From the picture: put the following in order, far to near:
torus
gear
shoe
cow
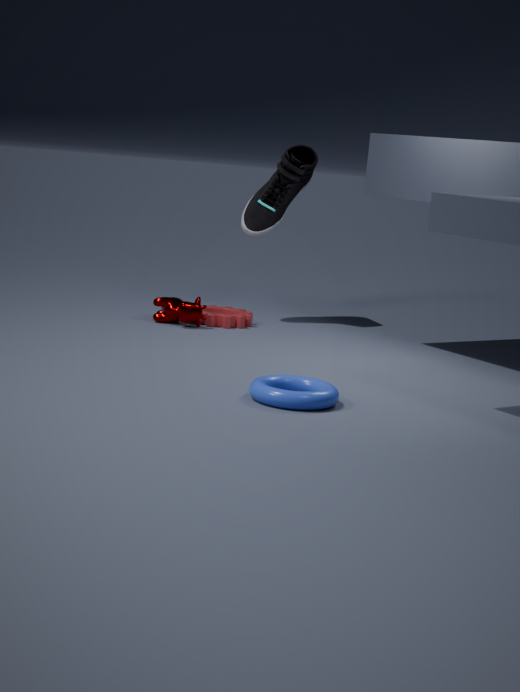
shoe < gear < cow < torus
